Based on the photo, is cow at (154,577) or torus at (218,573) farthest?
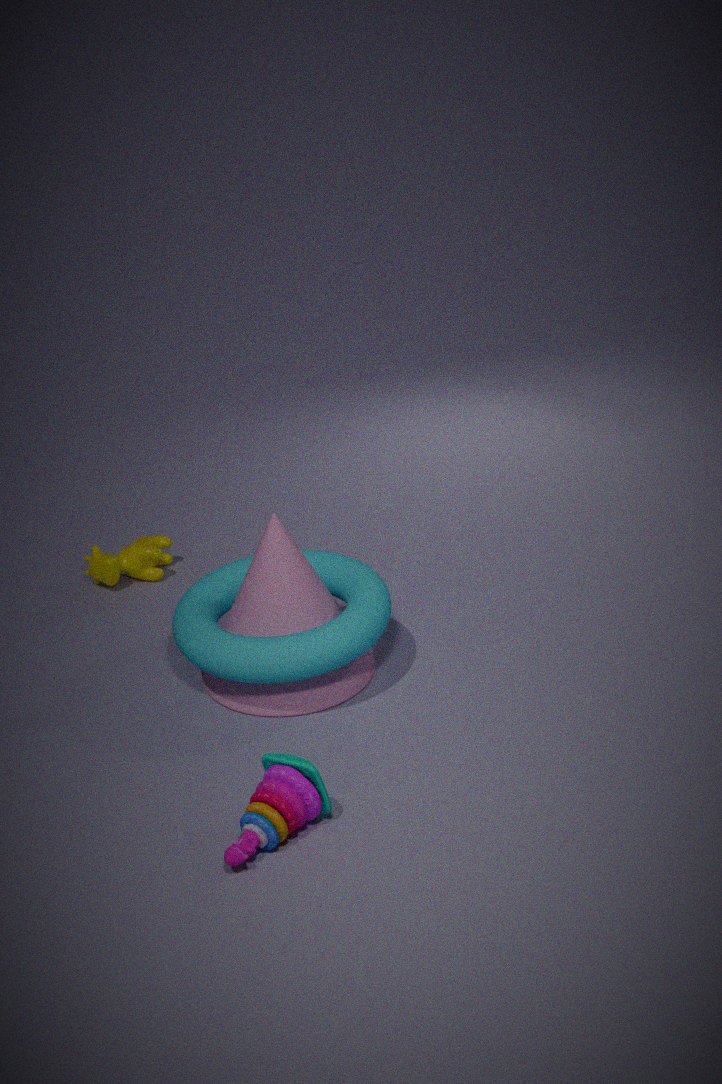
cow at (154,577)
